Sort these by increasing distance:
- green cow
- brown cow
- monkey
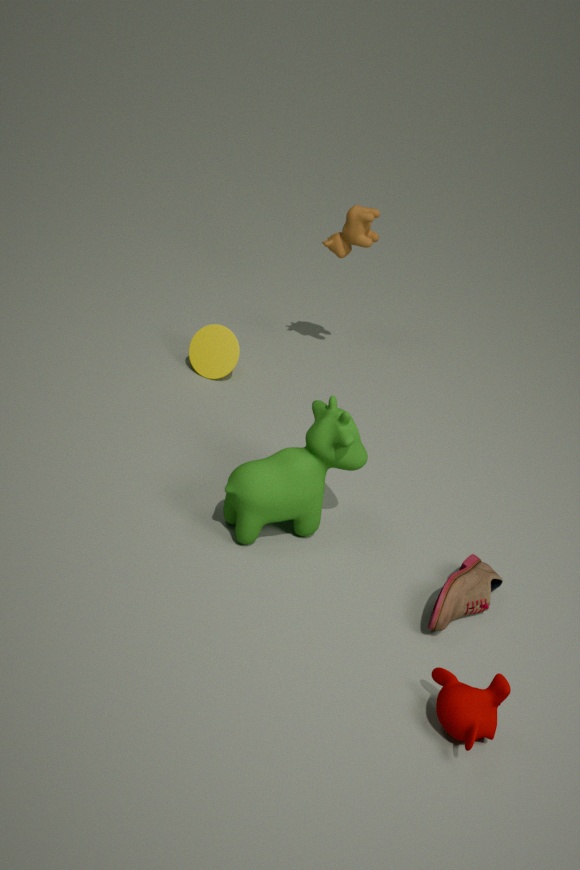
monkey
green cow
brown cow
